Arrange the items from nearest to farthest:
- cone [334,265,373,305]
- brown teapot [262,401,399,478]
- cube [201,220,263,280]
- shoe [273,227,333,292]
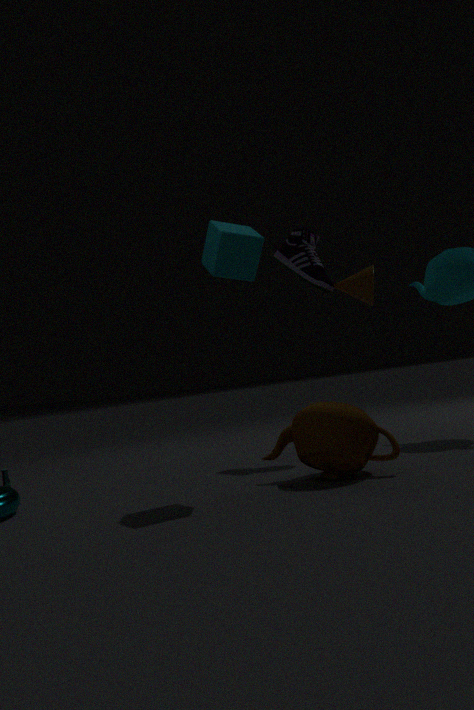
brown teapot [262,401,399,478], cube [201,220,263,280], shoe [273,227,333,292], cone [334,265,373,305]
